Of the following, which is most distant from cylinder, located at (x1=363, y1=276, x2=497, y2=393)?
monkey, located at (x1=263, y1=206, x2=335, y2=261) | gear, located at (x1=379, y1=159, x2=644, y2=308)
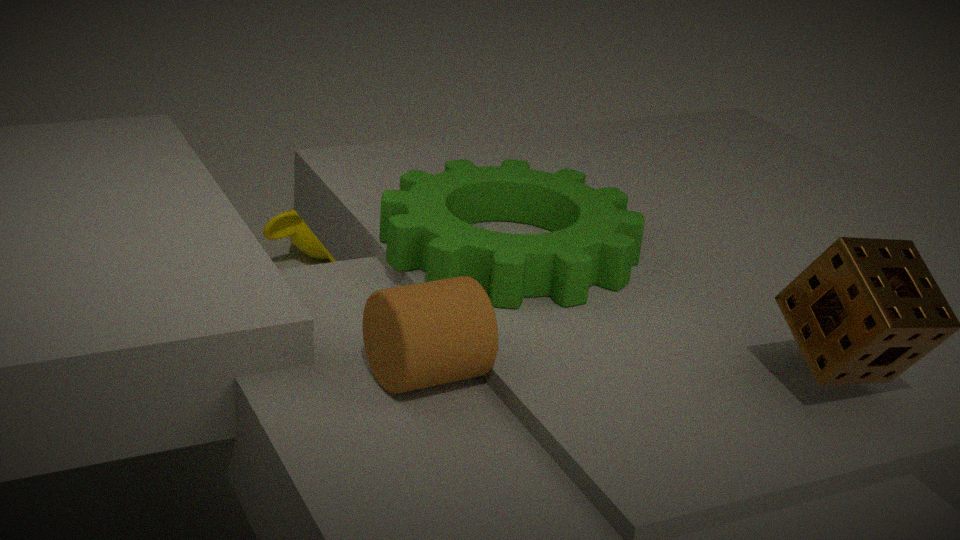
monkey, located at (x1=263, y1=206, x2=335, y2=261)
